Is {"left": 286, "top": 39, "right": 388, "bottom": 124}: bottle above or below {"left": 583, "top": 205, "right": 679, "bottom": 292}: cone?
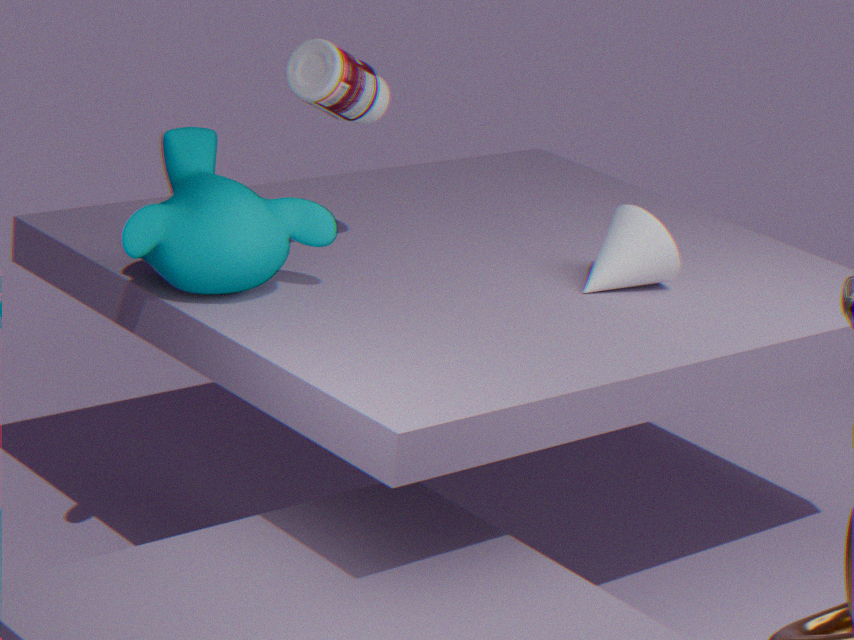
above
